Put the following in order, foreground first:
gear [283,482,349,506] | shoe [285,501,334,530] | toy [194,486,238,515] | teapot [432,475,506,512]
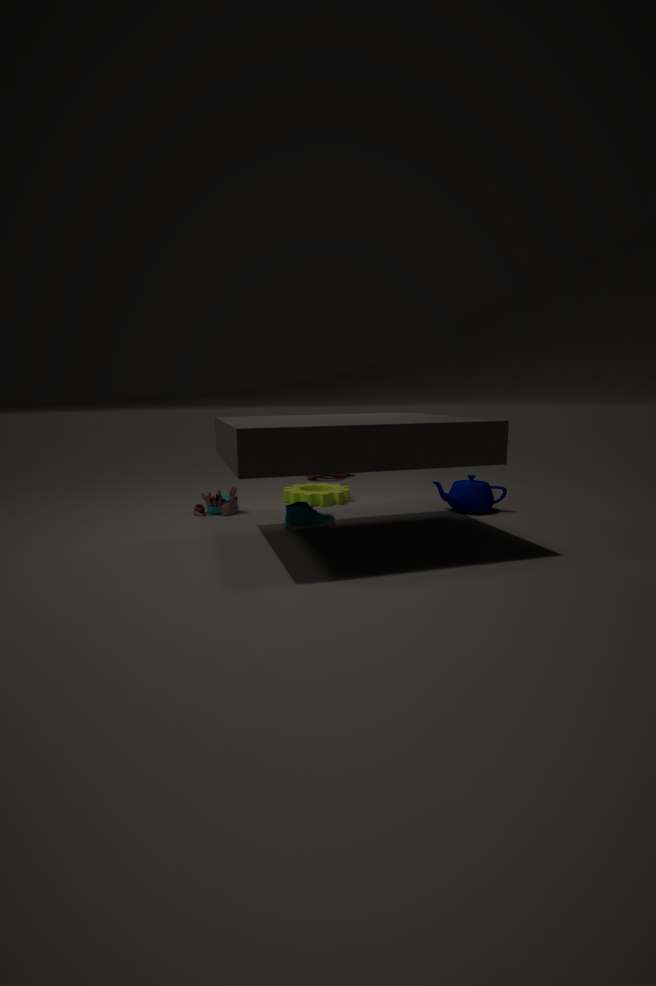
shoe [285,501,334,530]
teapot [432,475,506,512]
toy [194,486,238,515]
gear [283,482,349,506]
